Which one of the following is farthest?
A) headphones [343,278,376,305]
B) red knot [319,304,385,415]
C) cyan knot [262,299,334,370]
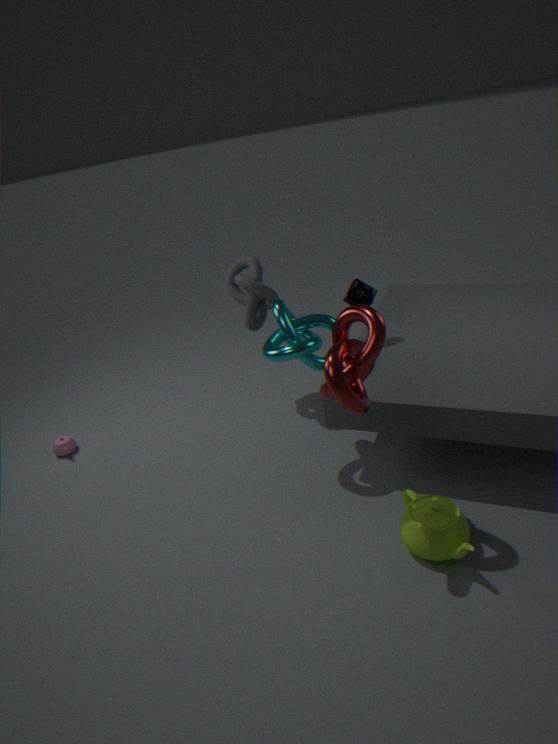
headphones [343,278,376,305]
